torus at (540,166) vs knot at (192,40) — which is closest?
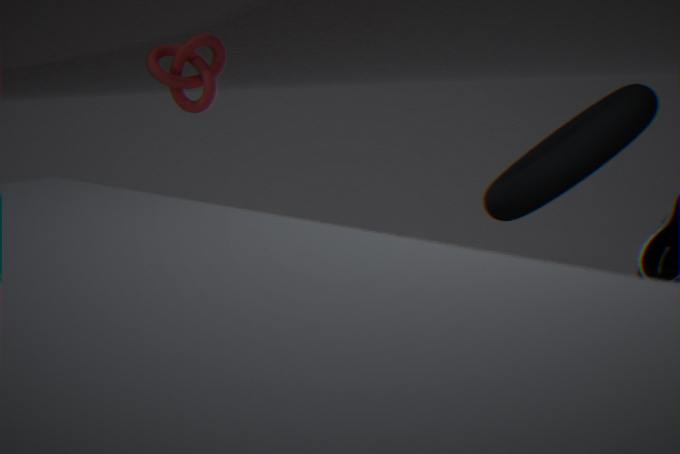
torus at (540,166)
